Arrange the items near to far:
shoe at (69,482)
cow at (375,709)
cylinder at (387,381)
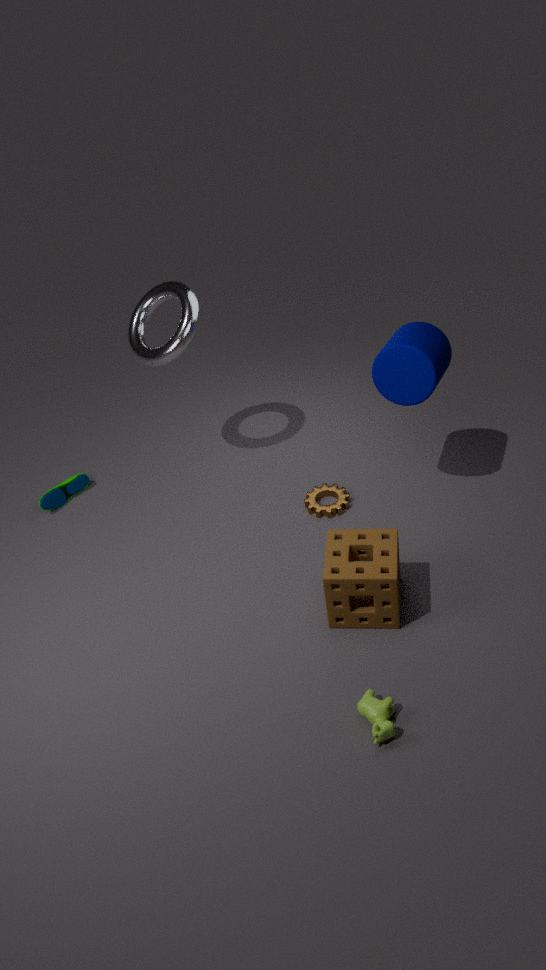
cow at (375,709), cylinder at (387,381), shoe at (69,482)
